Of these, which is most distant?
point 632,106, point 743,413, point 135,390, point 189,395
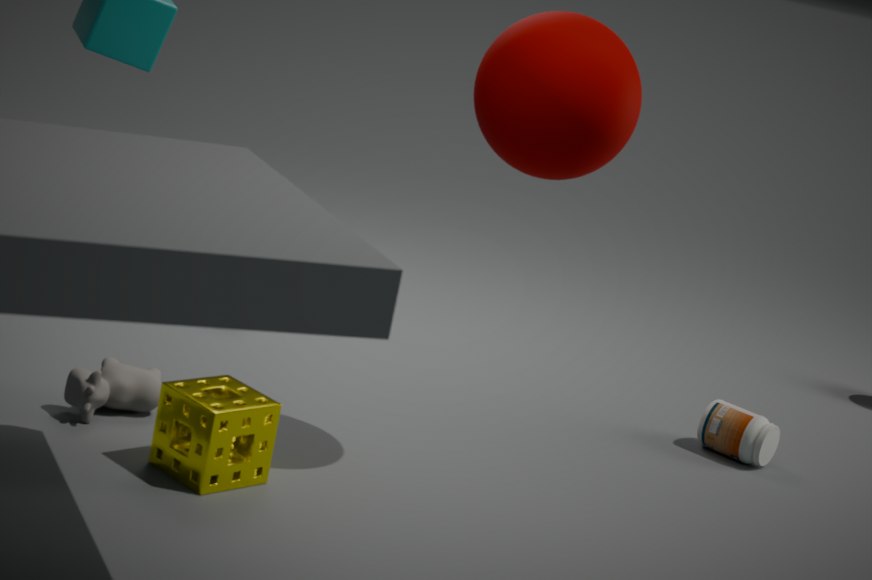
point 743,413
